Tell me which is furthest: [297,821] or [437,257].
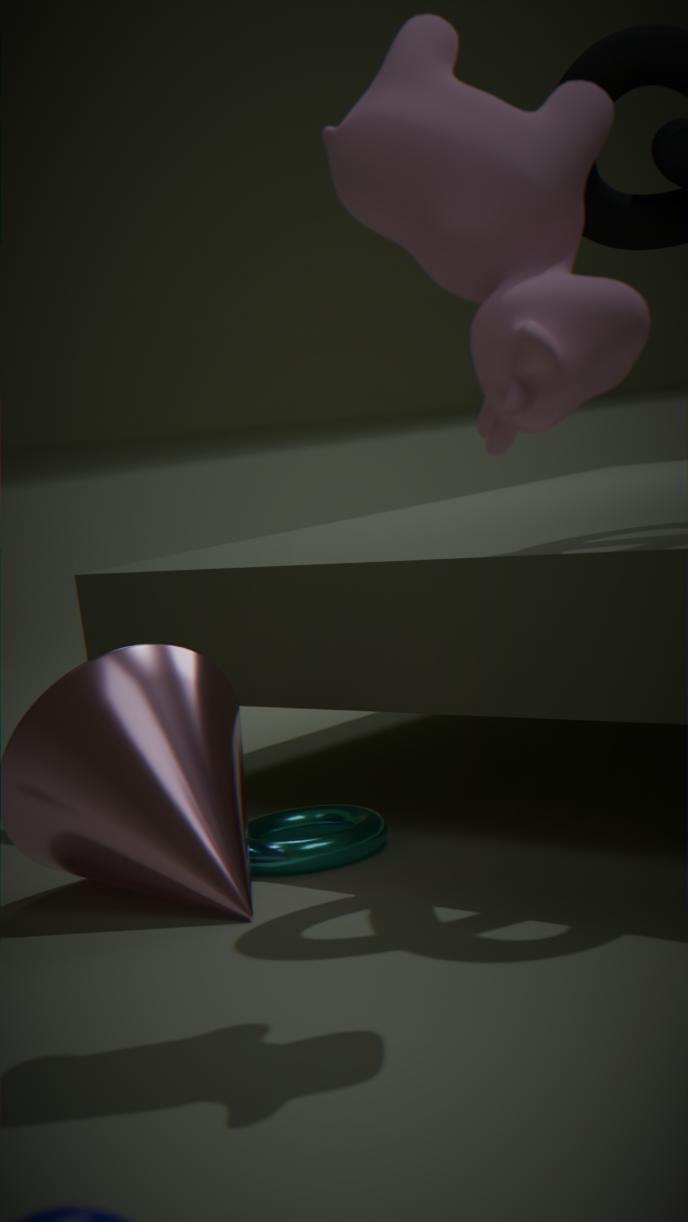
[297,821]
